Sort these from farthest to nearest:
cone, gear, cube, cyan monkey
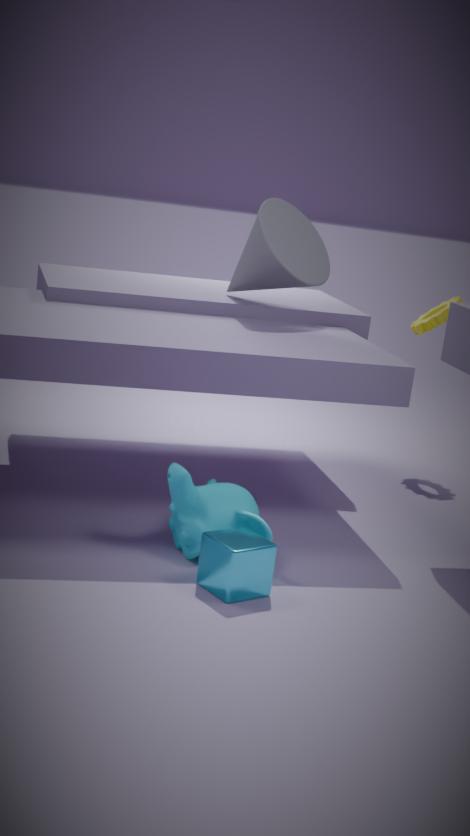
gear → cone → cyan monkey → cube
